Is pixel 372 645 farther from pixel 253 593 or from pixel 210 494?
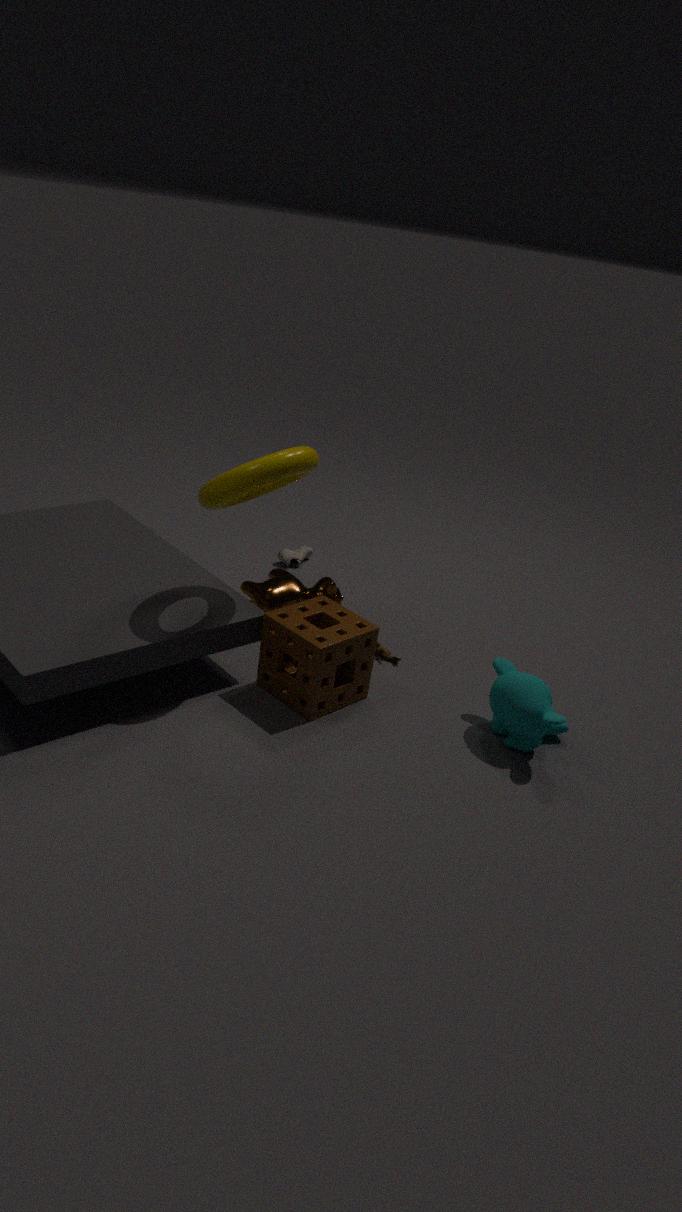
pixel 210 494
